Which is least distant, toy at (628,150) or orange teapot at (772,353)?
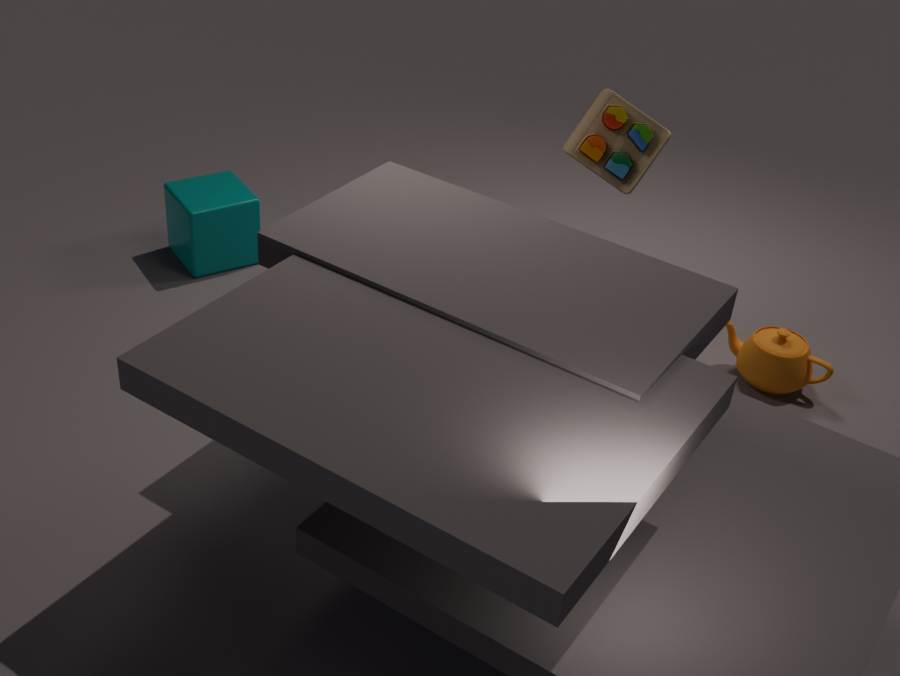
toy at (628,150)
